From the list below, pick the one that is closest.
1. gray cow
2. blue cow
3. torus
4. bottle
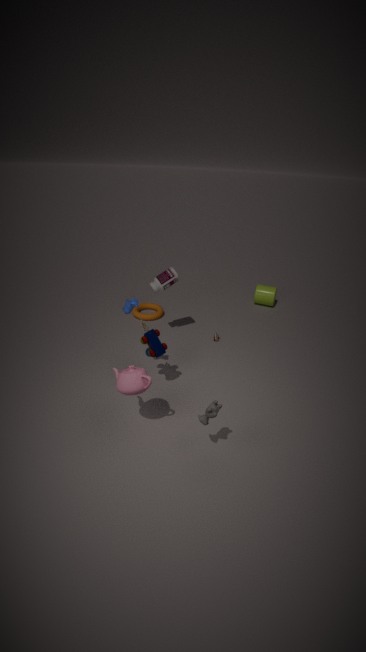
gray cow
